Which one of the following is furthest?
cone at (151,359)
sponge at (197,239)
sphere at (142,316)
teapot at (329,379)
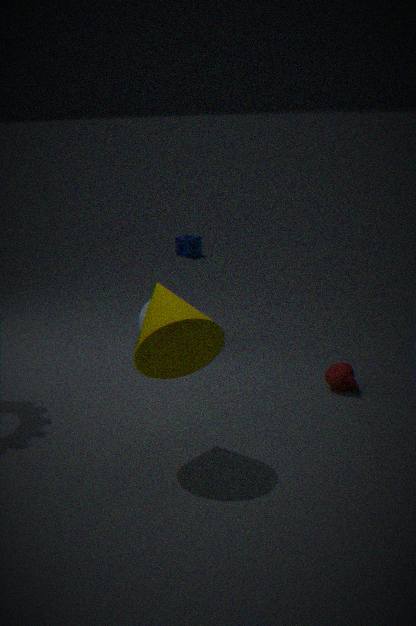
sponge at (197,239)
